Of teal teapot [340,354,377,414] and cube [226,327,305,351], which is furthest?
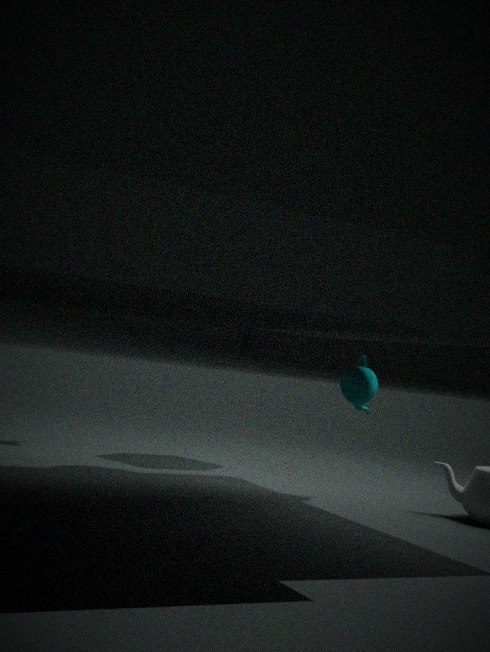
cube [226,327,305,351]
